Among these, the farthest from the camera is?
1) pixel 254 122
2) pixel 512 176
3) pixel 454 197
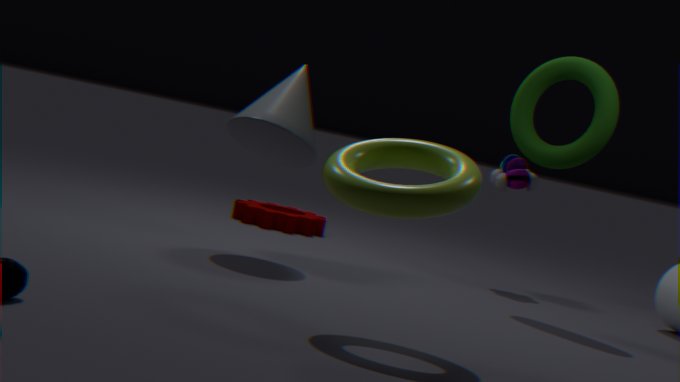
2. pixel 512 176
